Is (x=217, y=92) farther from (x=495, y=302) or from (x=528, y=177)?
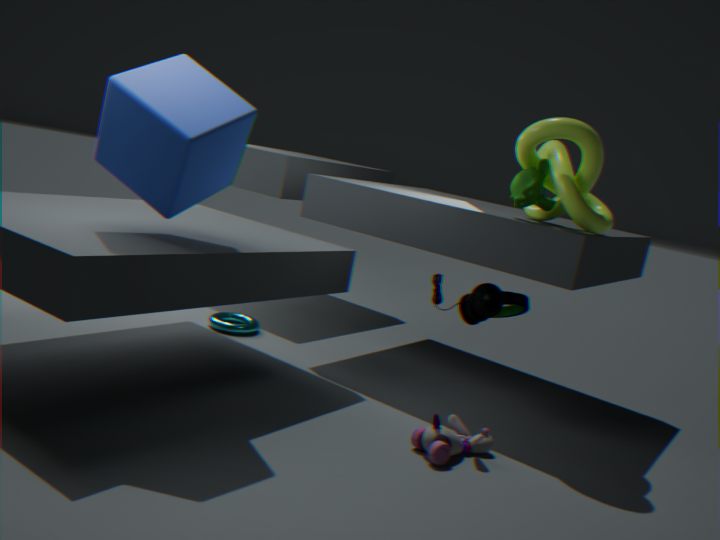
(x=495, y=302)
